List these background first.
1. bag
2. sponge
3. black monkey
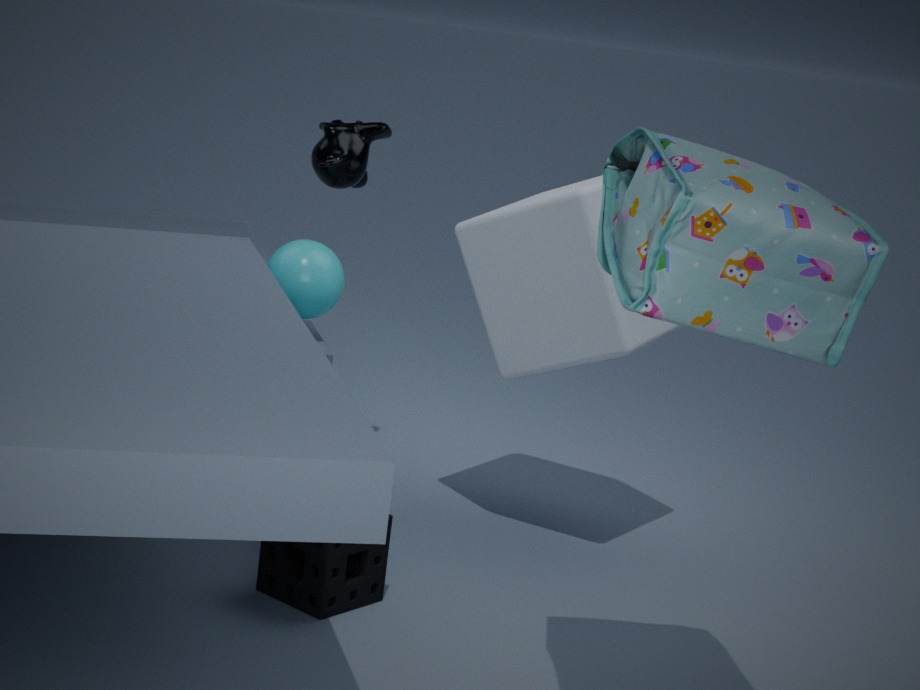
1. black monkey
2. sponge
3. bag
